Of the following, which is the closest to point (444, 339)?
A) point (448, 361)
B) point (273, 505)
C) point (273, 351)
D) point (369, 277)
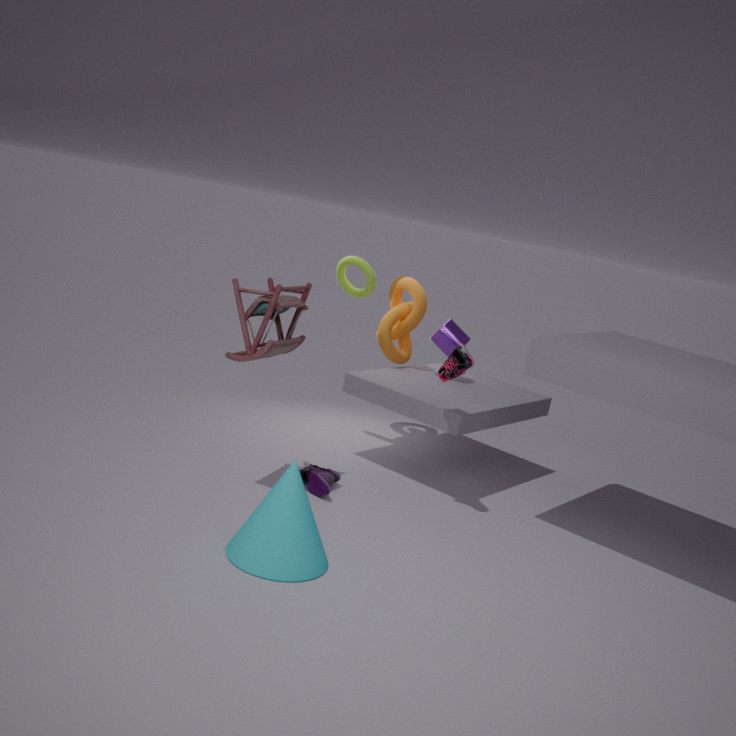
point (369, 277)
